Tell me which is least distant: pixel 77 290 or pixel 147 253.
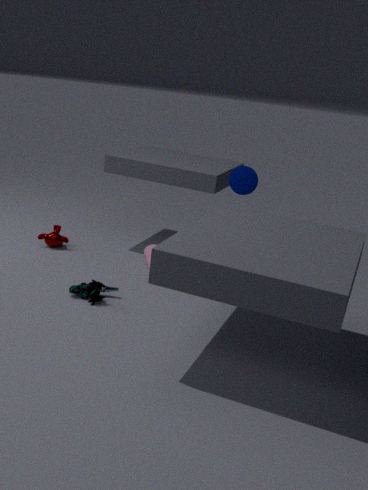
pixel 77 290
